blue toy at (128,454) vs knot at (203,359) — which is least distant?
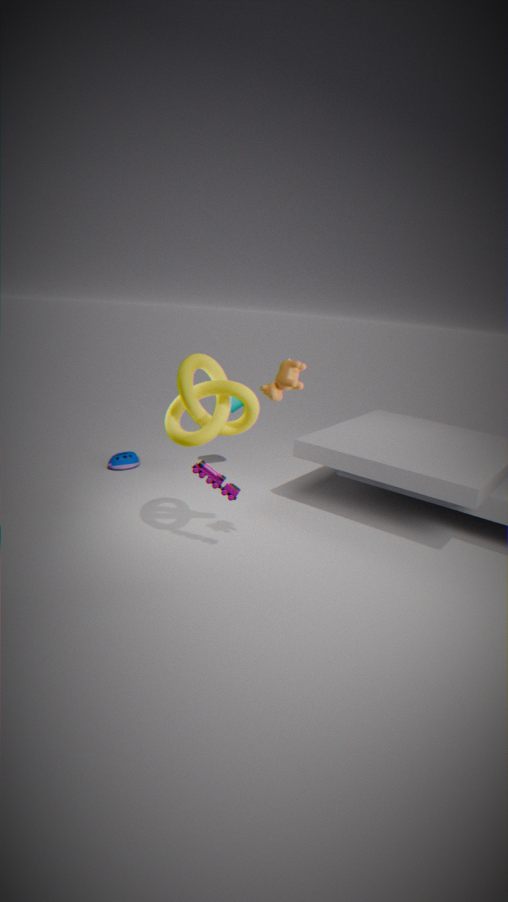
knot at (203,359)
